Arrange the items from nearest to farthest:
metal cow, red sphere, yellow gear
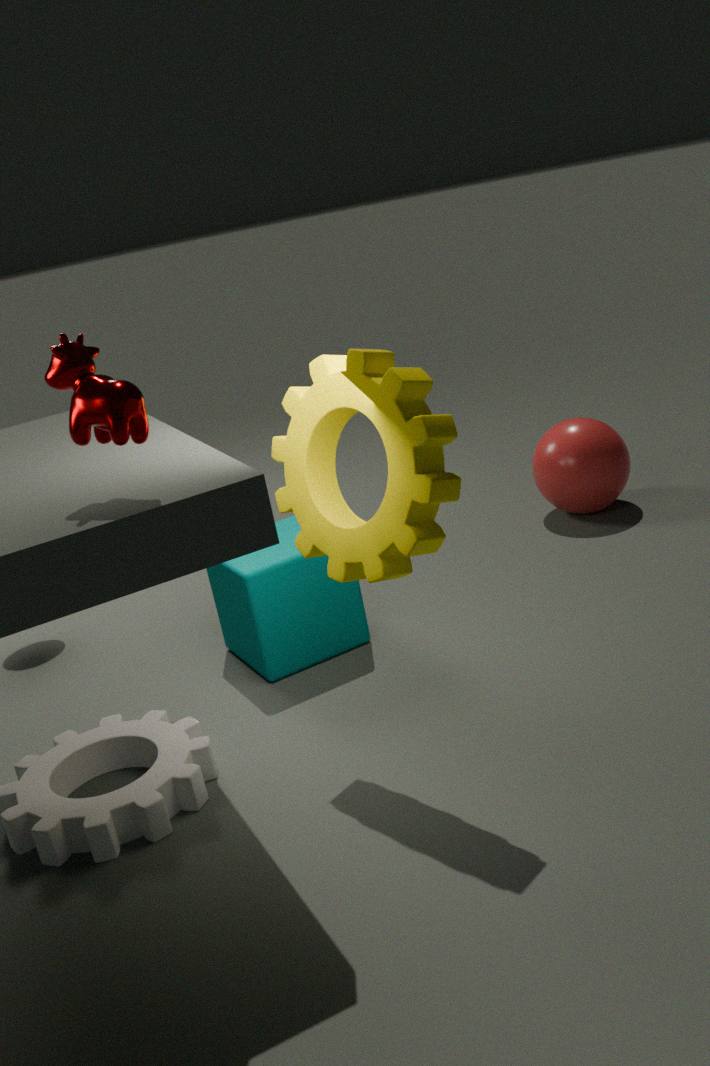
metal cow < yellow gear < red sphere
